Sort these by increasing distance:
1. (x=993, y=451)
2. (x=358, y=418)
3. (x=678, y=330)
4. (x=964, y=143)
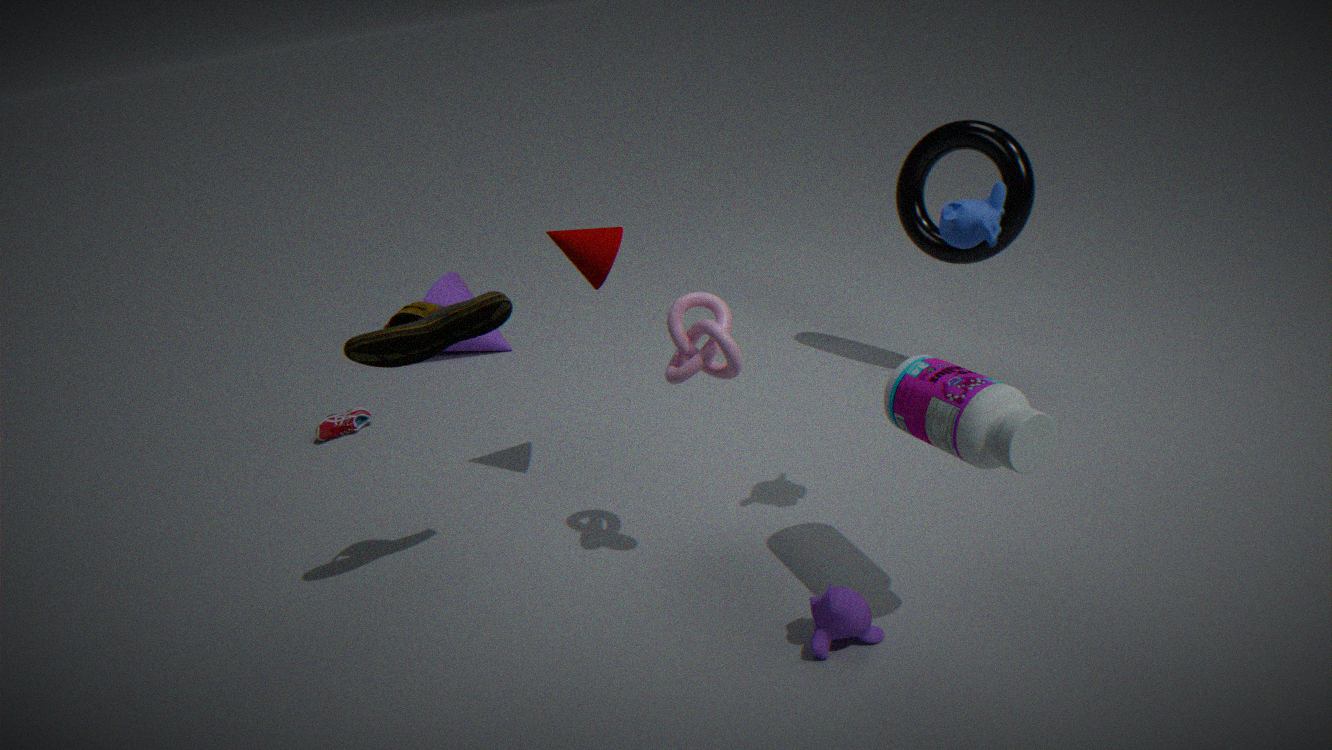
1. (x=993, y=451)
2. (x=678, y=330)
3. (x=964, y=143)
4. (x=358, y=418)
